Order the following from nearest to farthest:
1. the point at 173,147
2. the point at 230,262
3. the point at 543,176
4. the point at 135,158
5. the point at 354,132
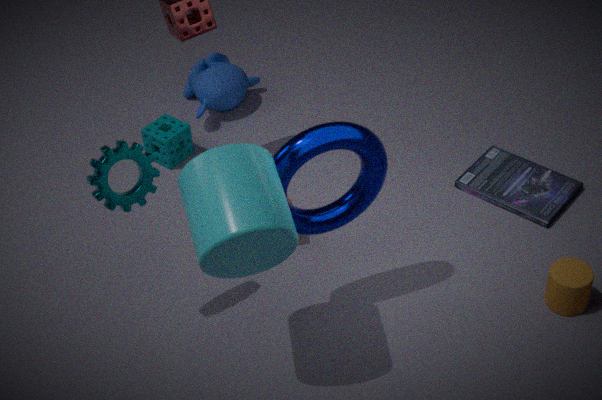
the point at 230,262
the point at 354,132
the point at 135,158
the point at 543,176
the point at 173,147
